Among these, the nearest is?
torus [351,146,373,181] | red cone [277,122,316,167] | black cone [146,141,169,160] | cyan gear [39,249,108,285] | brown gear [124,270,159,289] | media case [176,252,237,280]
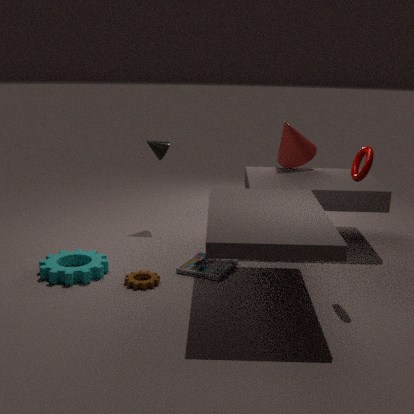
torus [351,146,373,181]
